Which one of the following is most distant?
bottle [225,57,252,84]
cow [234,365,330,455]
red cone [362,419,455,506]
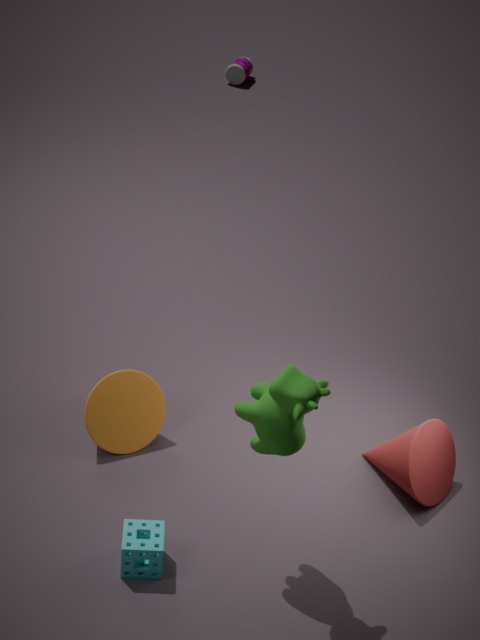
bottle [225,57,252,84]
